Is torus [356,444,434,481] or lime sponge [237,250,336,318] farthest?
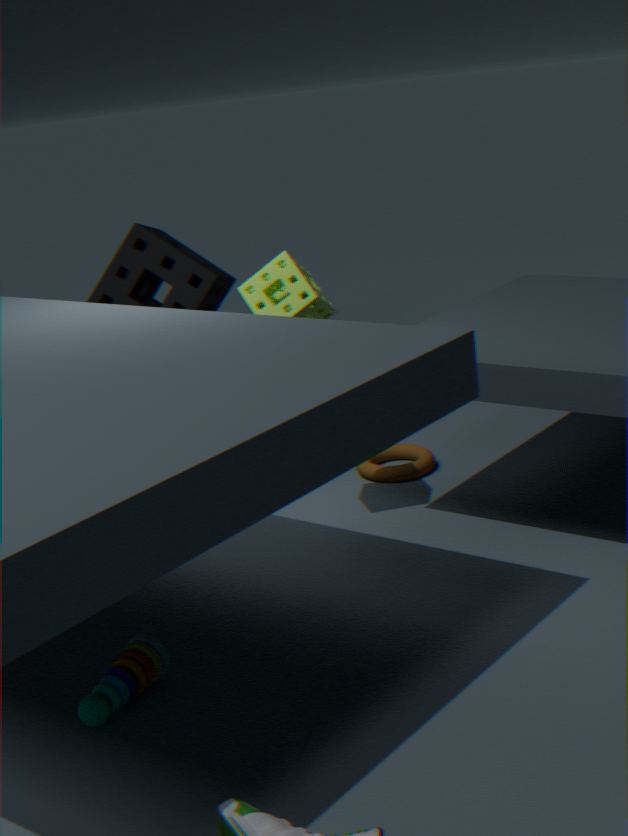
torus [356,444,434,481]
